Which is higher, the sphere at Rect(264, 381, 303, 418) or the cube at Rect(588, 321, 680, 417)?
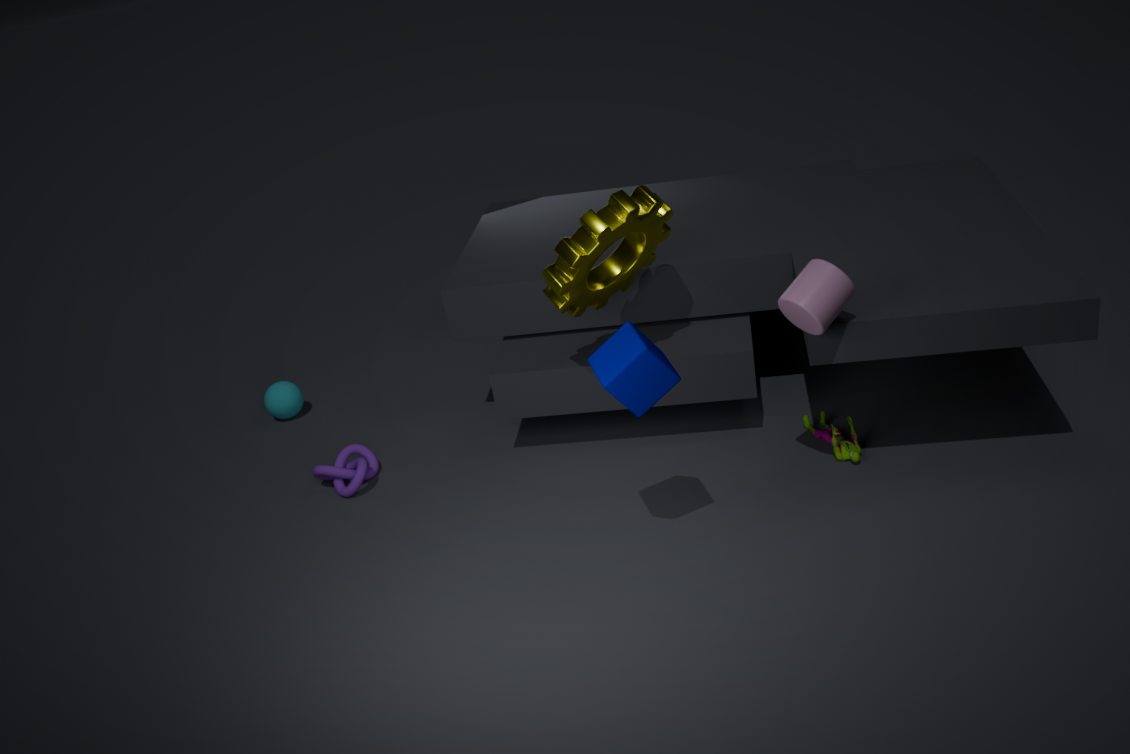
the cube at Rect(588, 321, 680, 417)
